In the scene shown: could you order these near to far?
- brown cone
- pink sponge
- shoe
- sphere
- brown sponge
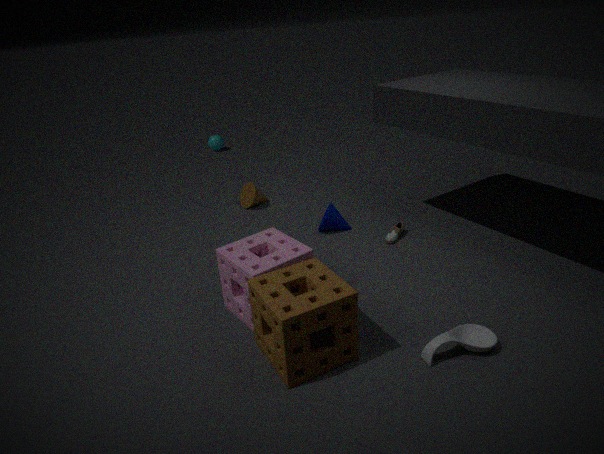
brown sponge → pink sponge → shoe → brown cone → sphere
